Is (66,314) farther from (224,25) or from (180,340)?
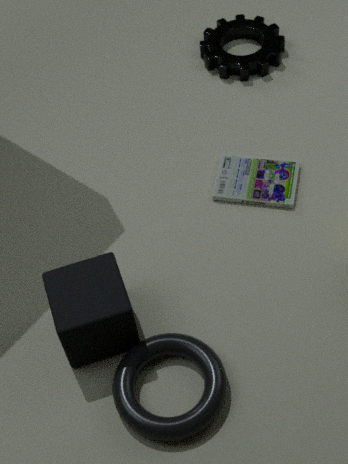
(224,25)
